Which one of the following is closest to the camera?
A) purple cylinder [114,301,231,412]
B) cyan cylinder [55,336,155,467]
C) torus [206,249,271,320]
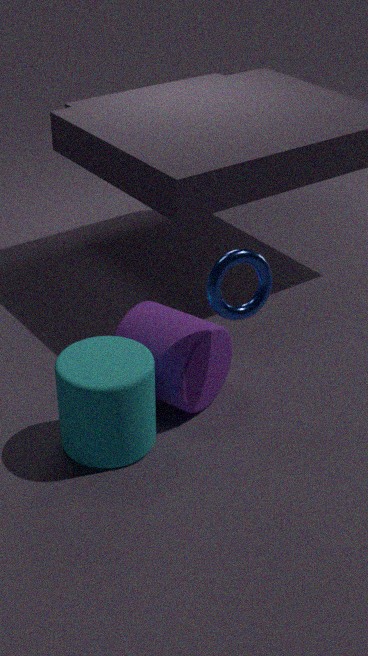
cyan cylinder [55,336,155,467]
